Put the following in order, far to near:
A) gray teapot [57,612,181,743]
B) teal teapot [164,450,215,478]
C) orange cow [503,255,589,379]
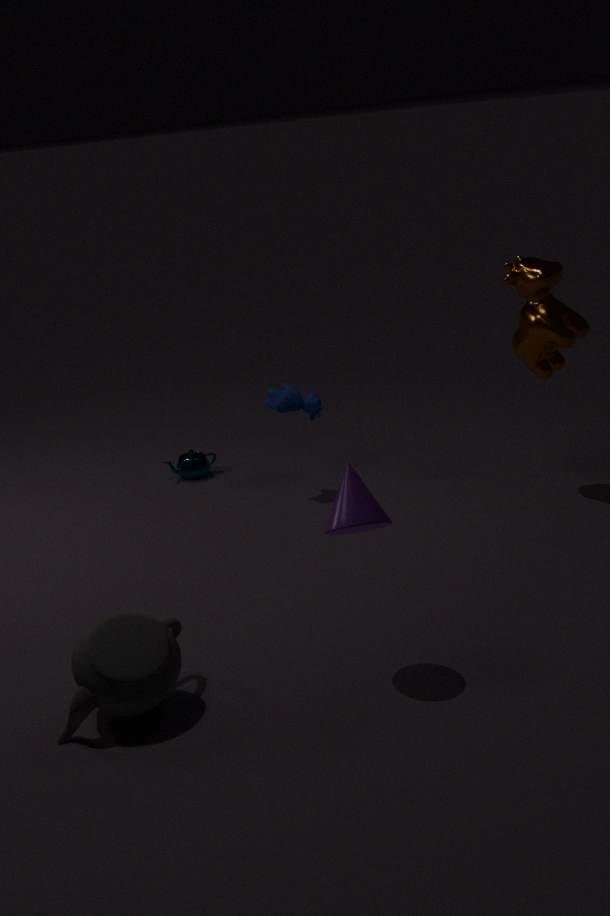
teal teapot [164,450,215,478]
orange cow [503,255,589,379]
gray teapot [57,612,181,743]
